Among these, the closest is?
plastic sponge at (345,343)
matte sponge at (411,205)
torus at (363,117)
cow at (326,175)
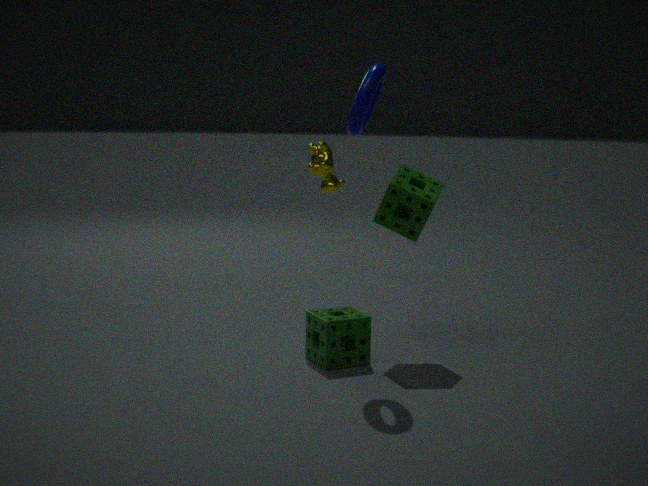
torus at (363,117)
